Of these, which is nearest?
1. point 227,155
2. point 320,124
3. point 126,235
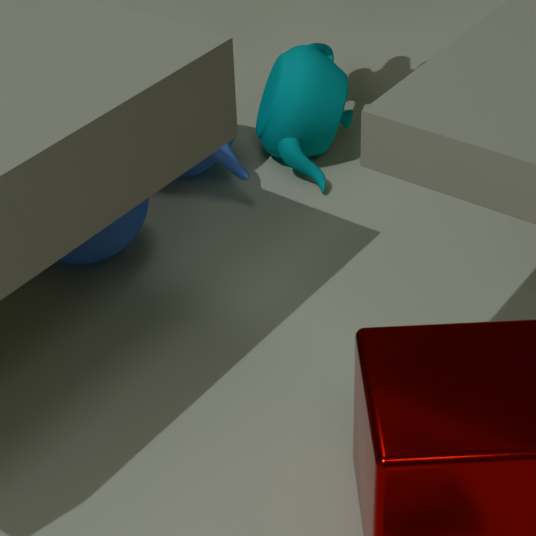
point 126,235
